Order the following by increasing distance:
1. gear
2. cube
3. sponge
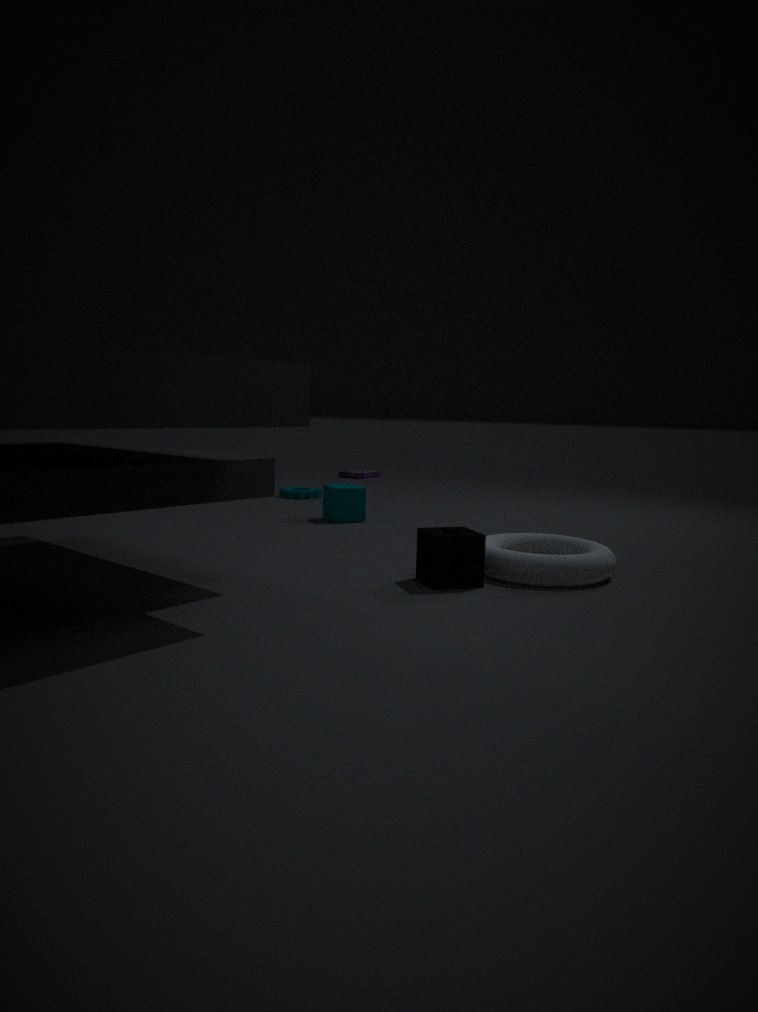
sponge, cube, gear
